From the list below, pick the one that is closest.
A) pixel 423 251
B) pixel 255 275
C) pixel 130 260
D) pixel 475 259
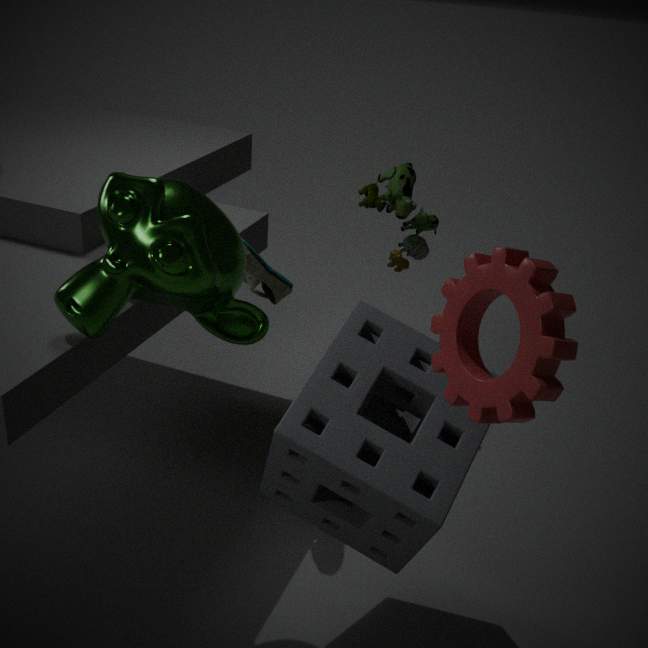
pixel 475 259
